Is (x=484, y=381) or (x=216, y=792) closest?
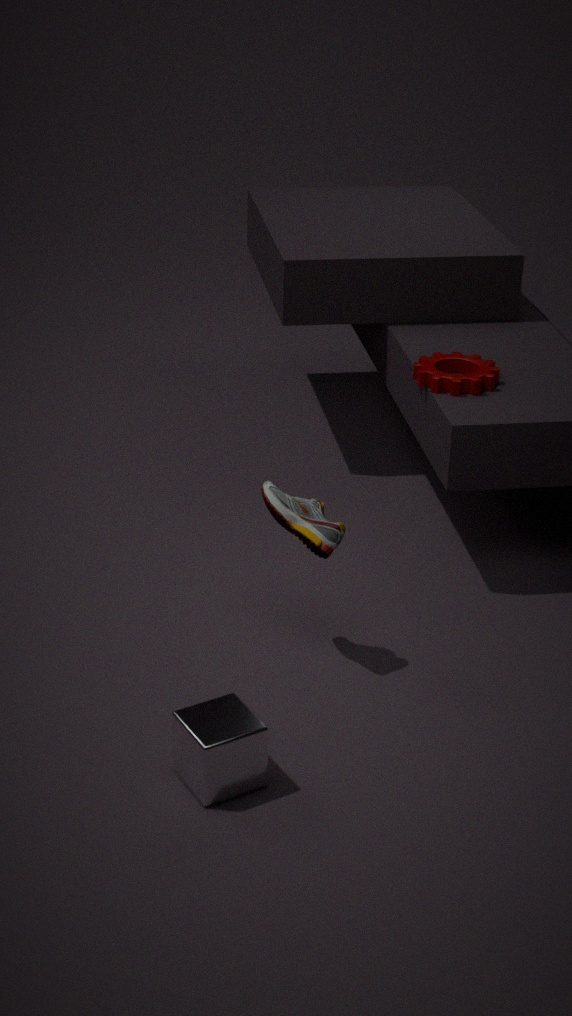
(x=216, y=792)
